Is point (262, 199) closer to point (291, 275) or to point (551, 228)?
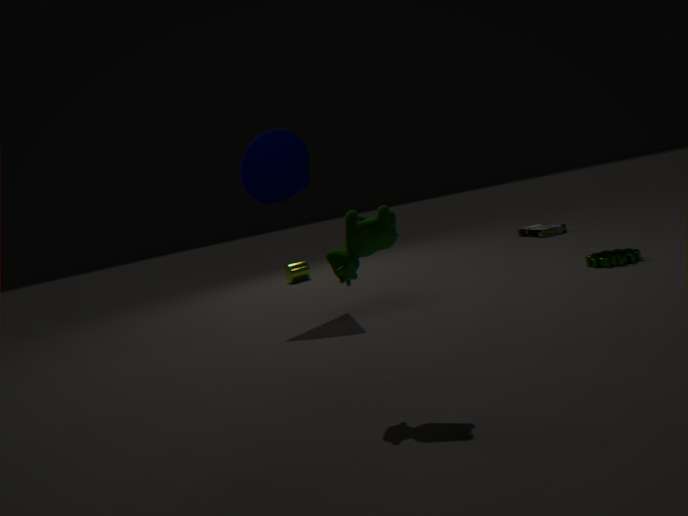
point (291, 275)
